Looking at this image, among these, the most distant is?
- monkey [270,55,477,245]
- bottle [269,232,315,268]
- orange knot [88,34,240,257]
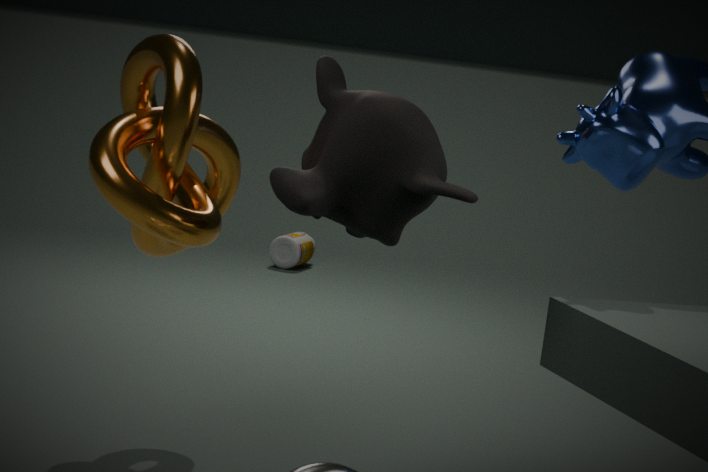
bottle [269,232,315,268]
